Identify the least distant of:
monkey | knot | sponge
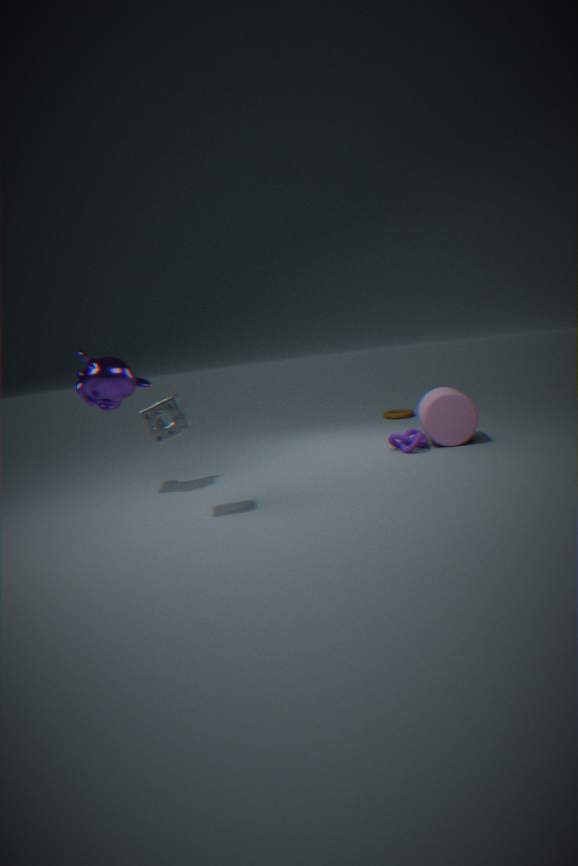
sponge
